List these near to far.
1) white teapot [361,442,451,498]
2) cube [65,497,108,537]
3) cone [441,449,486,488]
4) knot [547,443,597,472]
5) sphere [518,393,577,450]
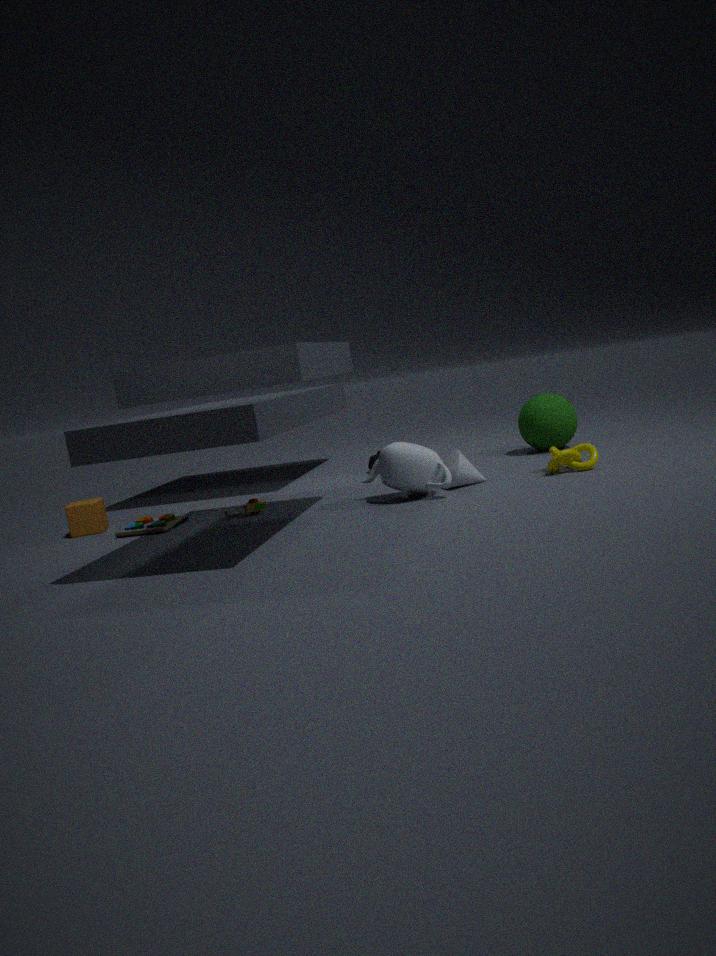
1. white teapot [361,442,451,498]
4. knot [547,443,597,472]
3. cone [441,449,486,488]
2. cube [65,497,108,537]
5. sphere [518,393,577,450]
